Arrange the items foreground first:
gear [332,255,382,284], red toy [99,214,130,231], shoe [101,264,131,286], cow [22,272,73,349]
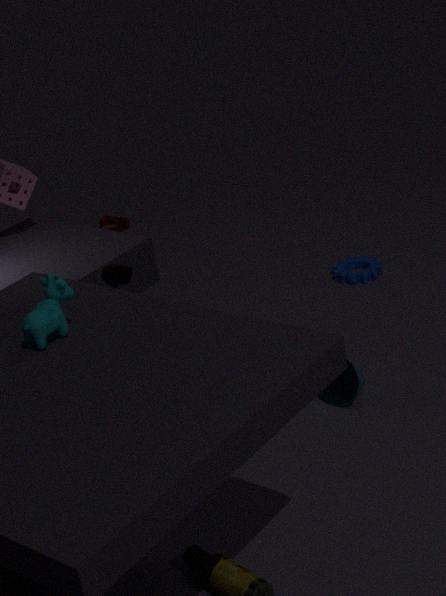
cow [22,272,73,349]
shoe [101,264,131,286]
gear [332,255,382,284]
red toy [99,214,130,231]
